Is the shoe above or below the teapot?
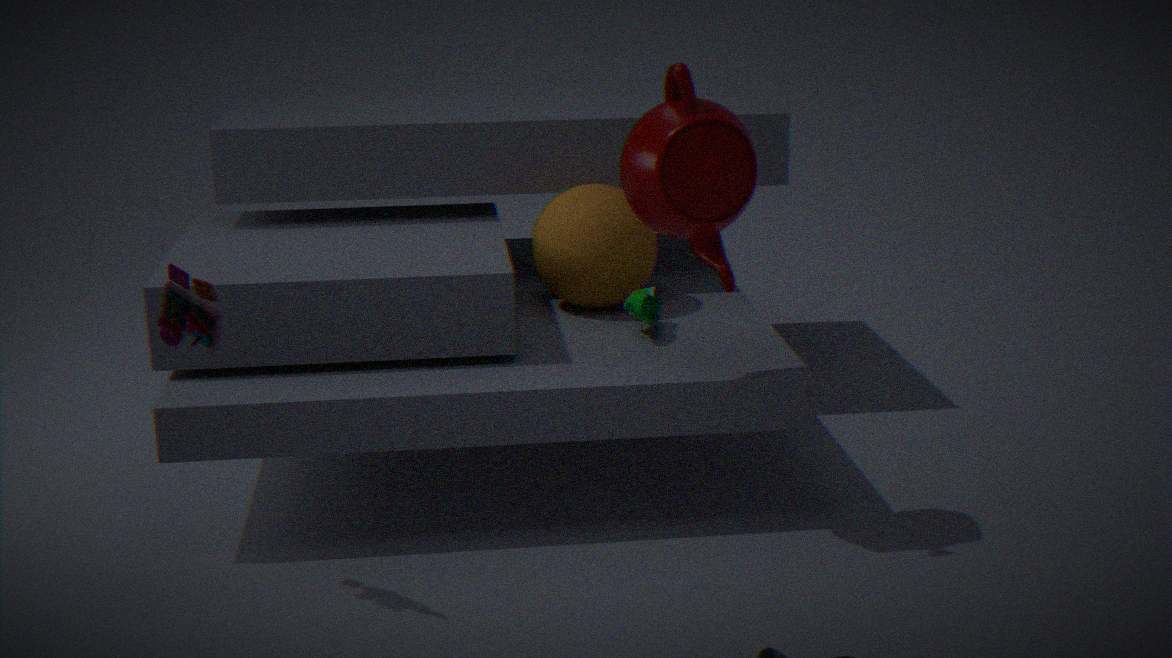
below
